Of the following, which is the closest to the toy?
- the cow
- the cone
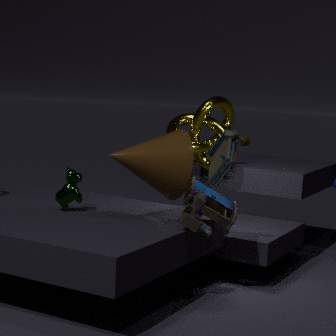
the cone
